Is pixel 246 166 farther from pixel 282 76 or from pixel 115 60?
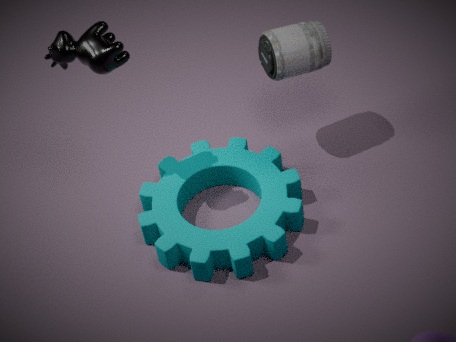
pixel 115 60
